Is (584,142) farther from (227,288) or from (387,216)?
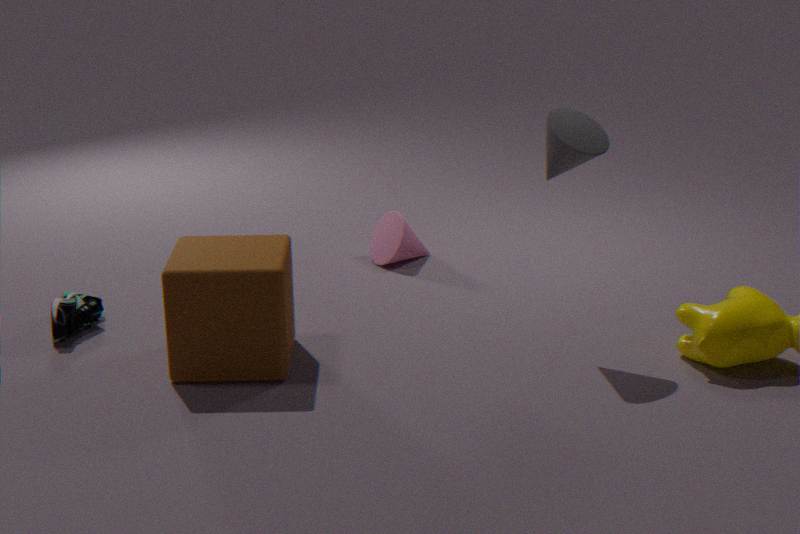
(227,288)
